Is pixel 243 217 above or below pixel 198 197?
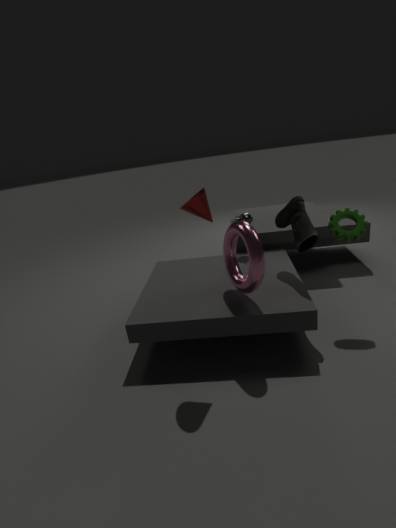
below
